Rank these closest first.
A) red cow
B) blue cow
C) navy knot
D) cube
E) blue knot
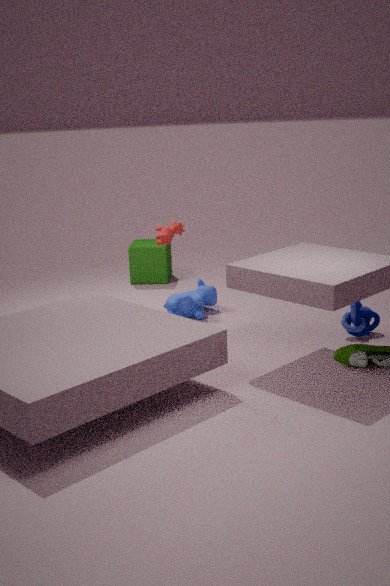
blue knot
navy knot
red cow
blue cow
cube
